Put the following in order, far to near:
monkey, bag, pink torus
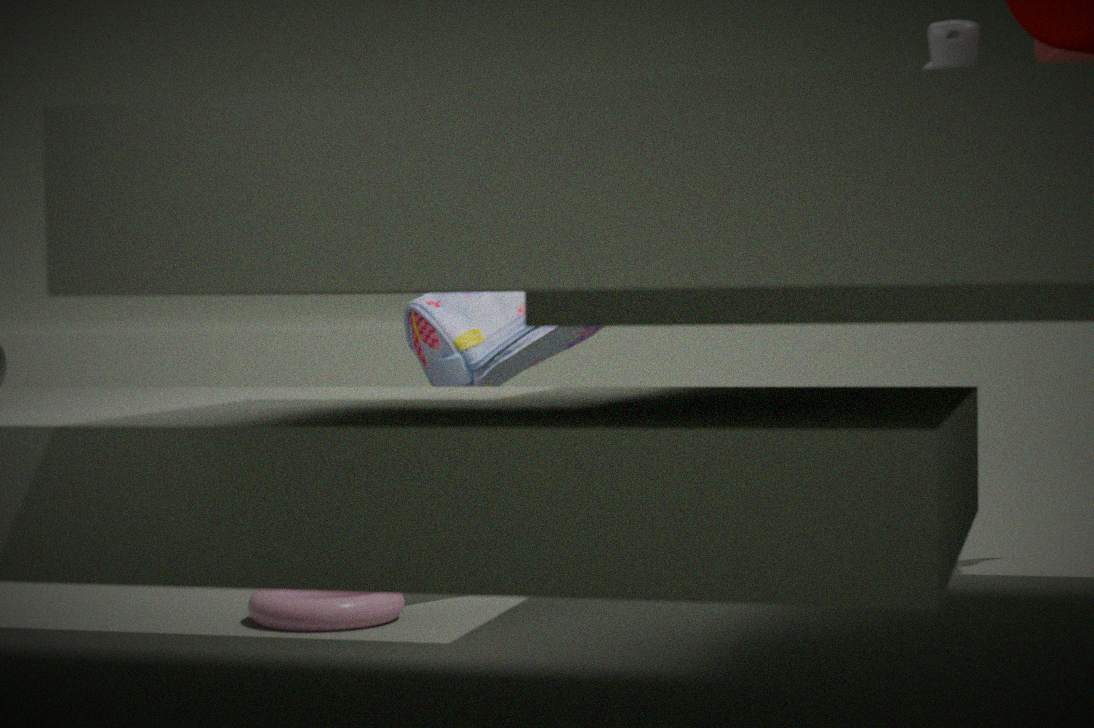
bag
pink torus
monkey
